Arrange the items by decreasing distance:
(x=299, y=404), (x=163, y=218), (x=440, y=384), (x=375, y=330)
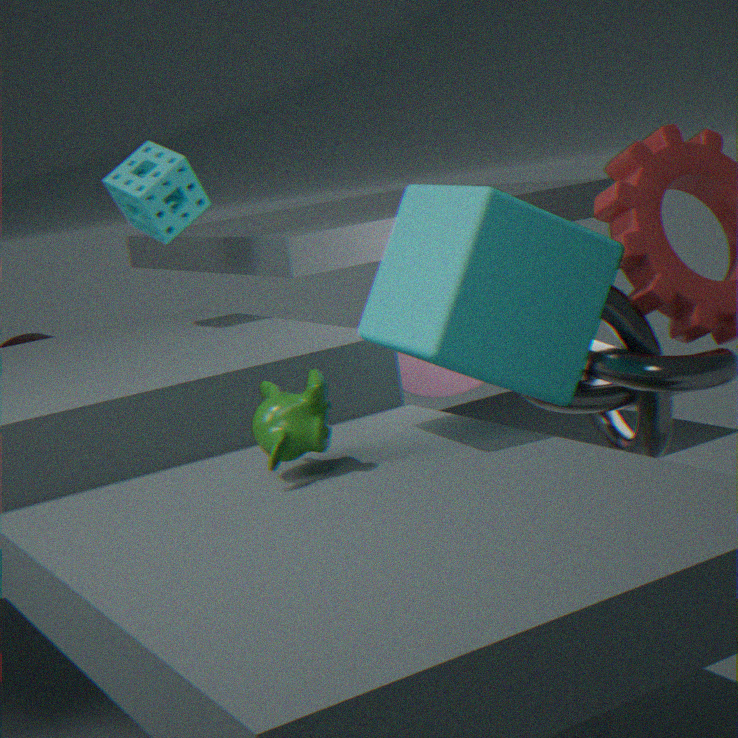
(x=440, y=384), (x=163, y=218), (x=375, y=330), (x=299, y=404)
